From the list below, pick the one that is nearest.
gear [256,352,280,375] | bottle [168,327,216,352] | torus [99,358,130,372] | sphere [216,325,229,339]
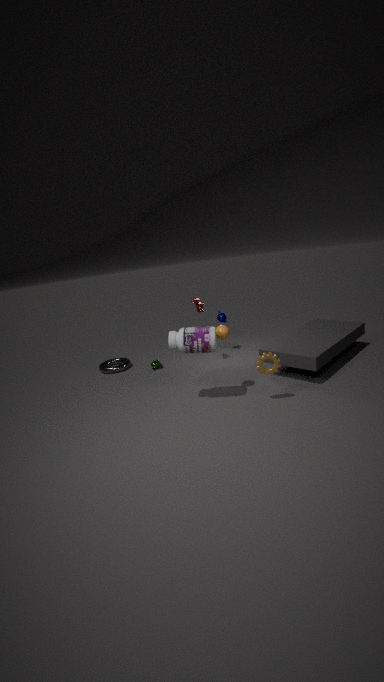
gear [256,352,280,375]
